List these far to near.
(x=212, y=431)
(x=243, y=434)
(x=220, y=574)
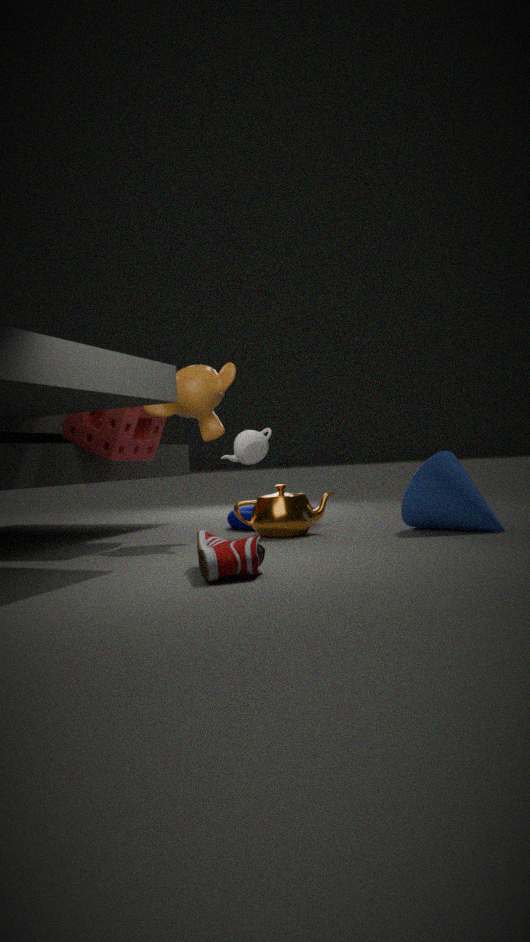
(x=212, y=431) → (x=243, y=434) → (x=220, y=574)
